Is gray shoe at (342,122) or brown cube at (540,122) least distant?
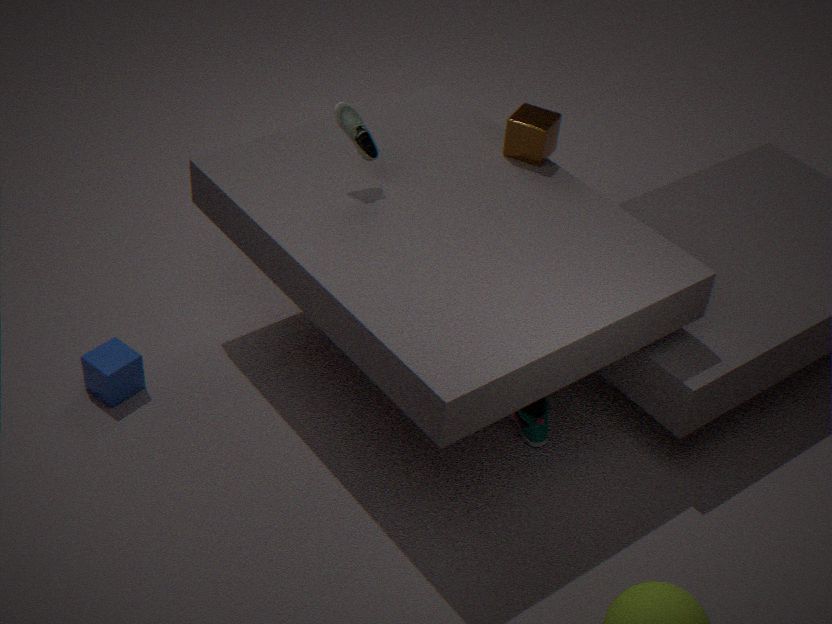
gray shoe at (342,122)
